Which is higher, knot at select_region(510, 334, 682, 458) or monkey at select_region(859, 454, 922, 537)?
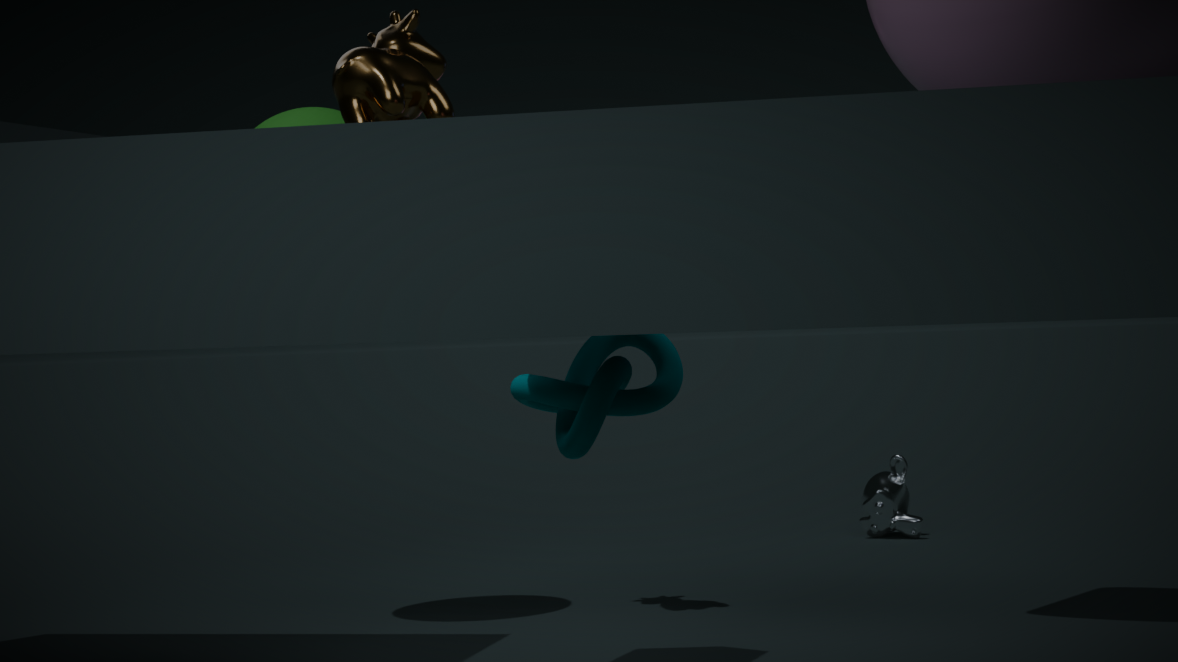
knot at select_region(510, 334, 682, 458)
